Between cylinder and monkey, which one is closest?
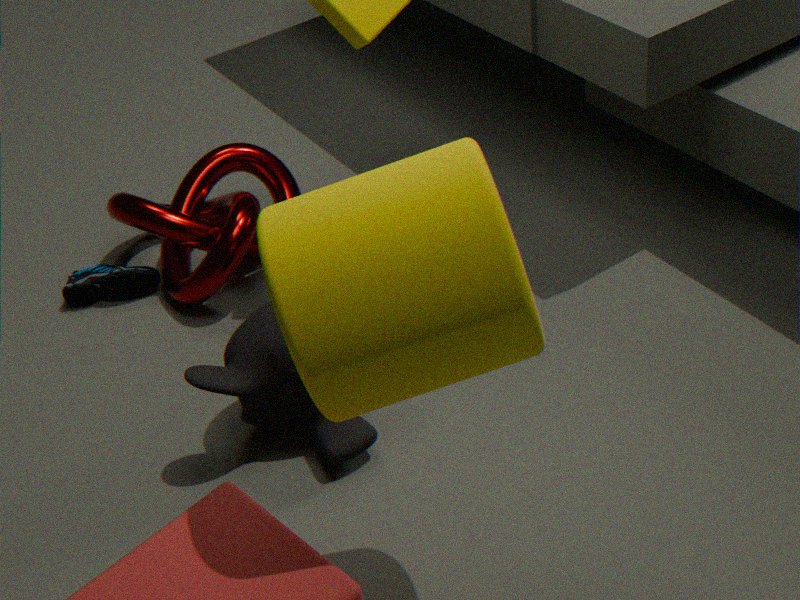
Result: cylinder
